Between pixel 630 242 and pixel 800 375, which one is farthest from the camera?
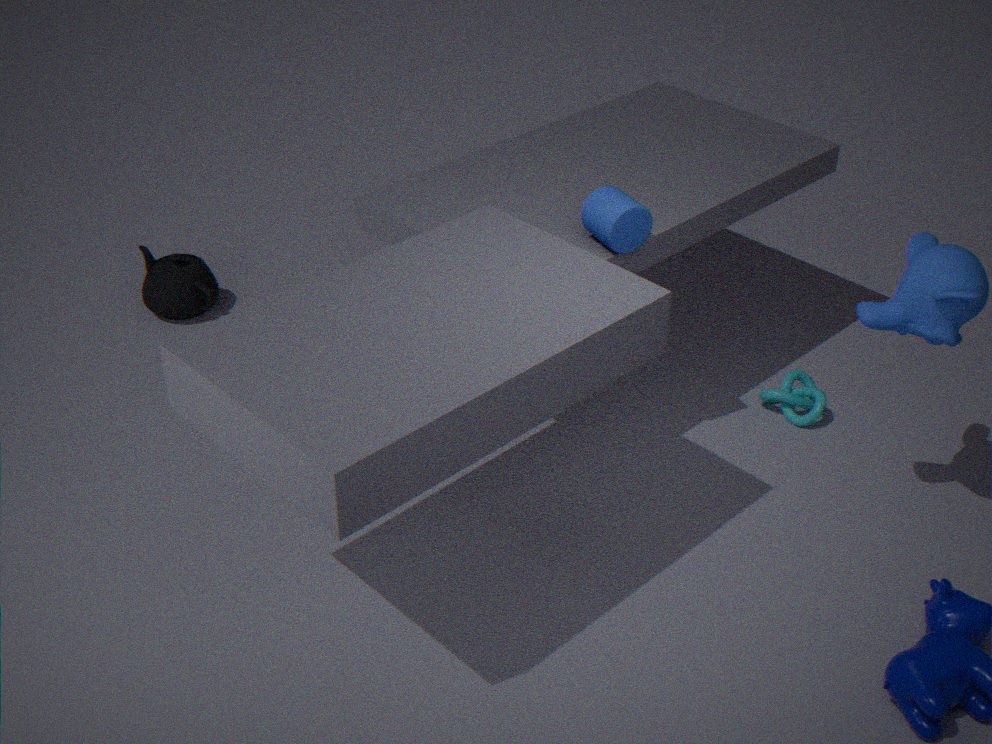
pixel 800 375
